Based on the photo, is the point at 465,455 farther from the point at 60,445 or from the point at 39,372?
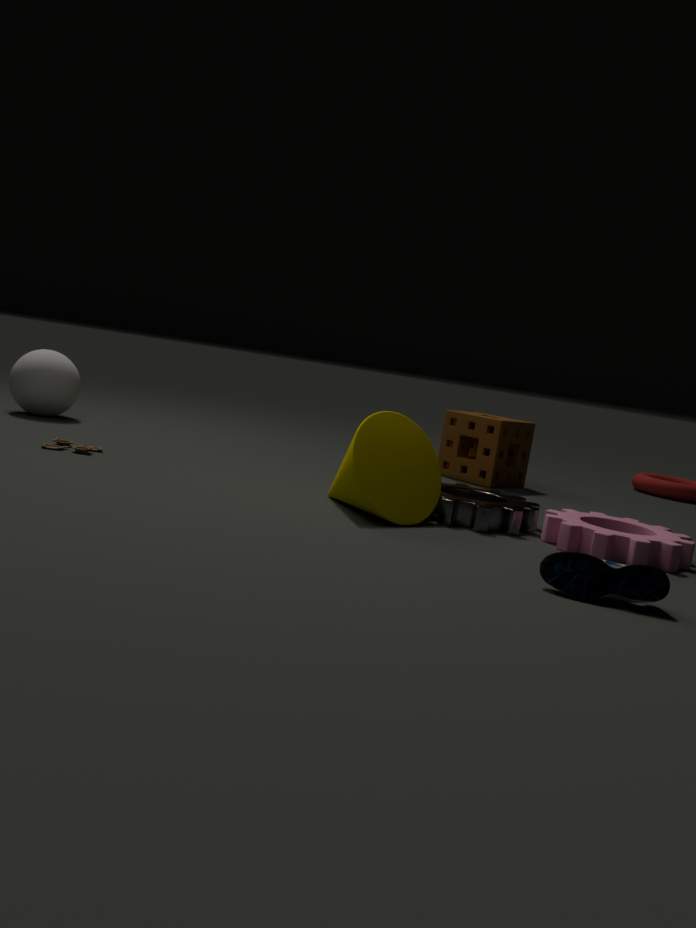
the point at 39,372
